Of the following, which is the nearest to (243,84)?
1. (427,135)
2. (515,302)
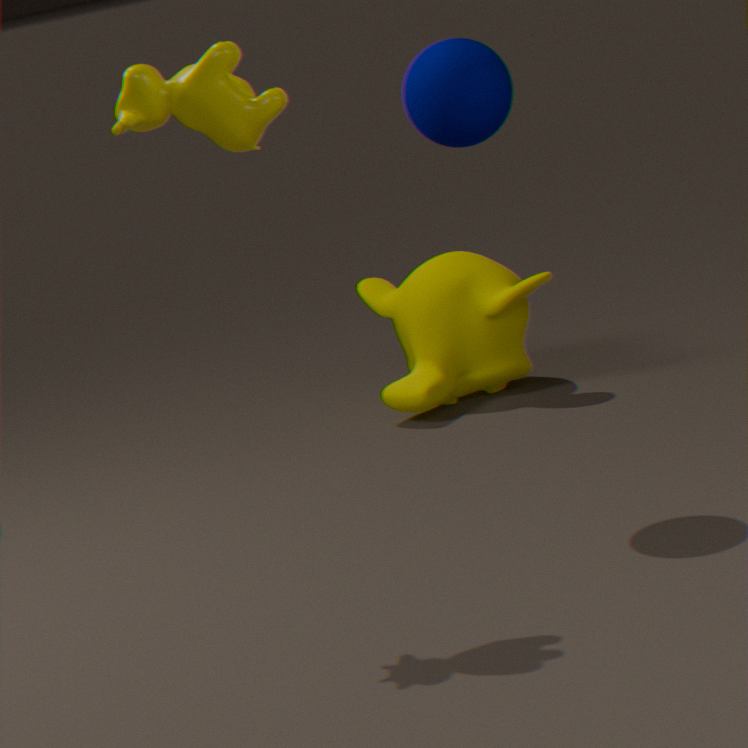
(427,135)
